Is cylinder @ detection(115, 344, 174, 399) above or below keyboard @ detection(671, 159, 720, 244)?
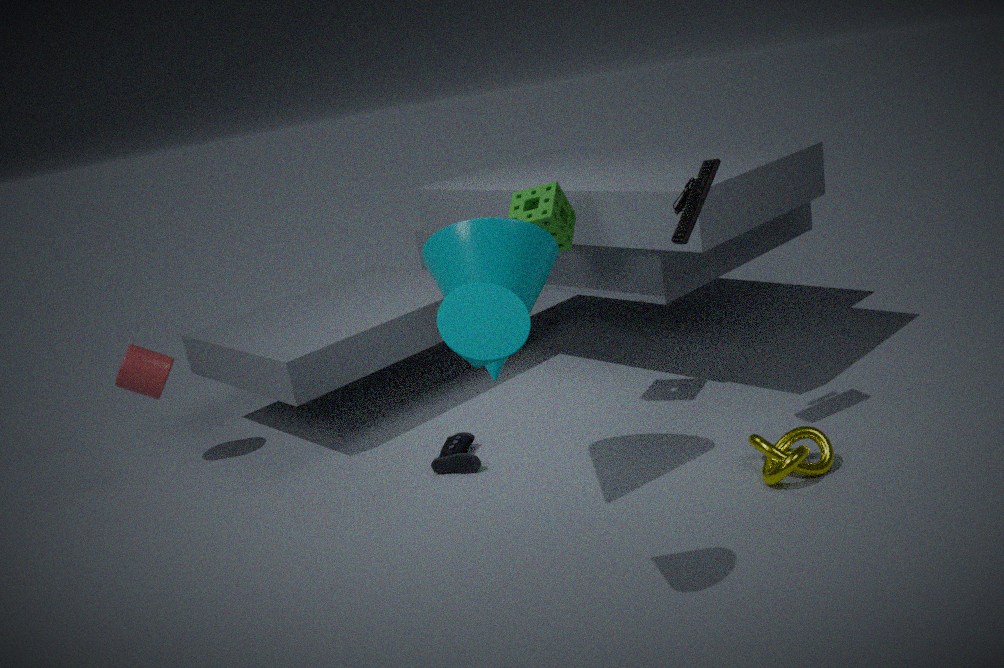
below
